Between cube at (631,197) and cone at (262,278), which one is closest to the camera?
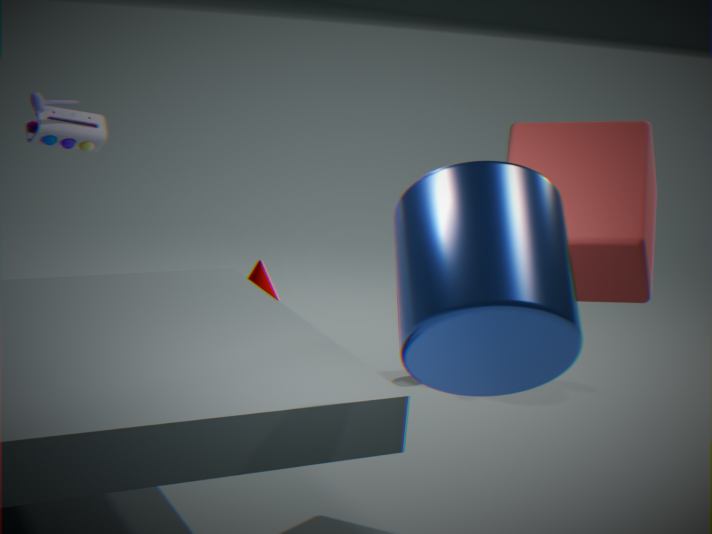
cube at (631,197)
